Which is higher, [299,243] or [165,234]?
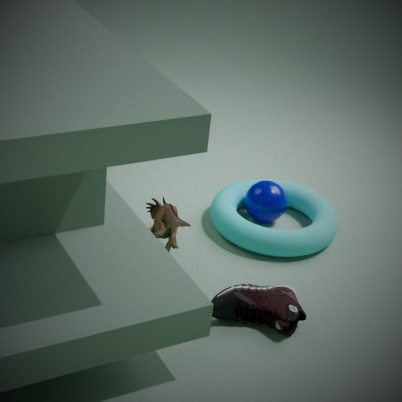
[165,234]
